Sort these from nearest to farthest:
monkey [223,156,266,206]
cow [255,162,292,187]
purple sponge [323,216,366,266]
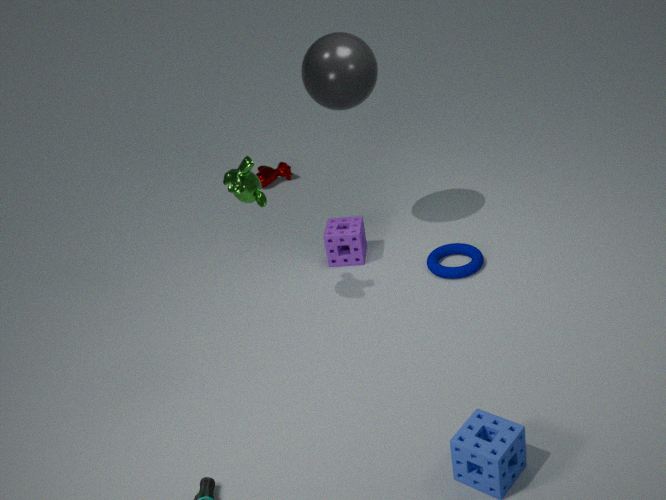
1. monkey [223,156,266,206]
2. purple sponge [323,216,366,266]
3. cow [255,162,292,187]
